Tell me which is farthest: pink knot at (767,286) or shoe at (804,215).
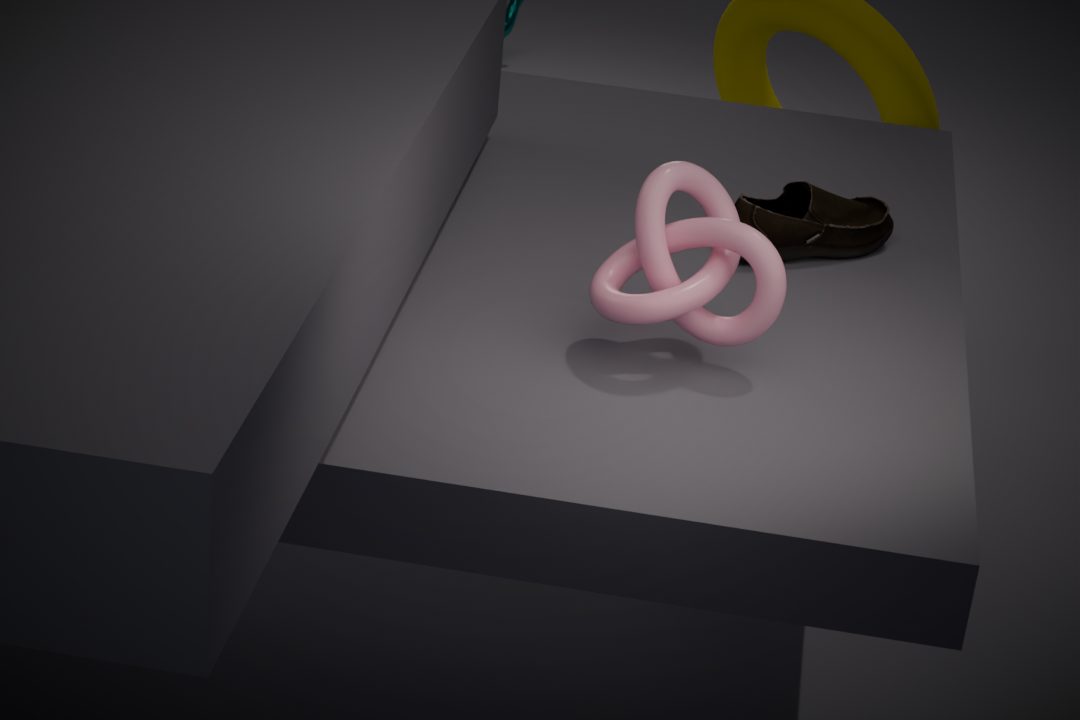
shoe at (804,215)
